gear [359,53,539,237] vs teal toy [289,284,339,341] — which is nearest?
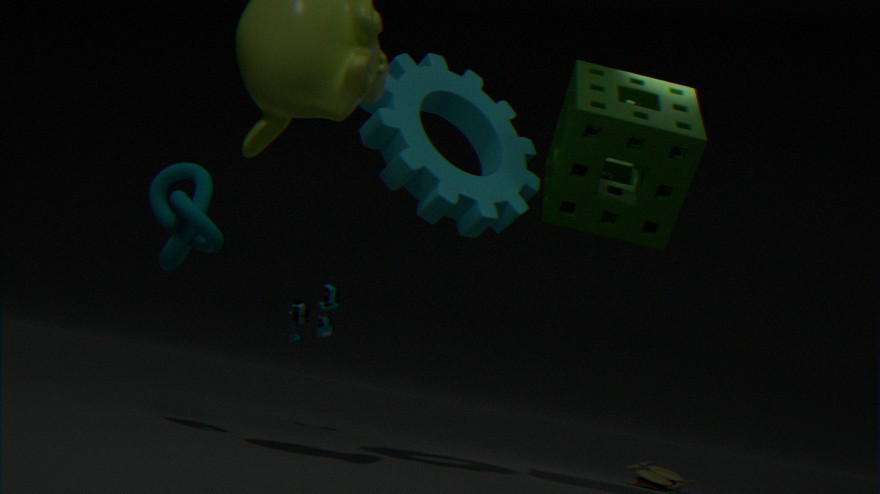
gear [359,53,539,237]
